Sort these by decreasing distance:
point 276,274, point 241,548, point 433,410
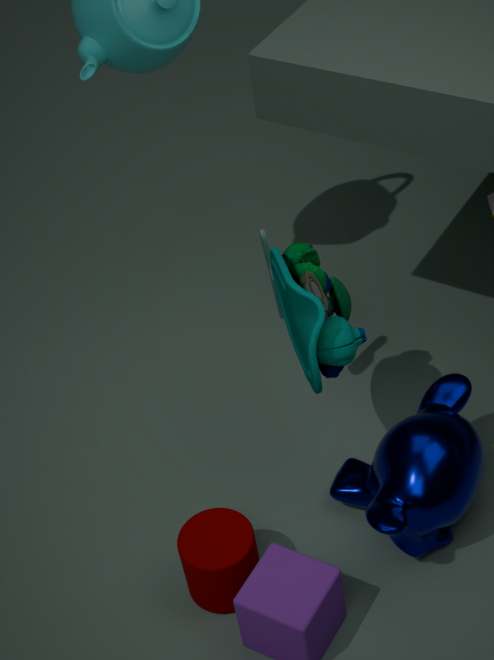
point 433,410 < point 276,274 < point 241,548
